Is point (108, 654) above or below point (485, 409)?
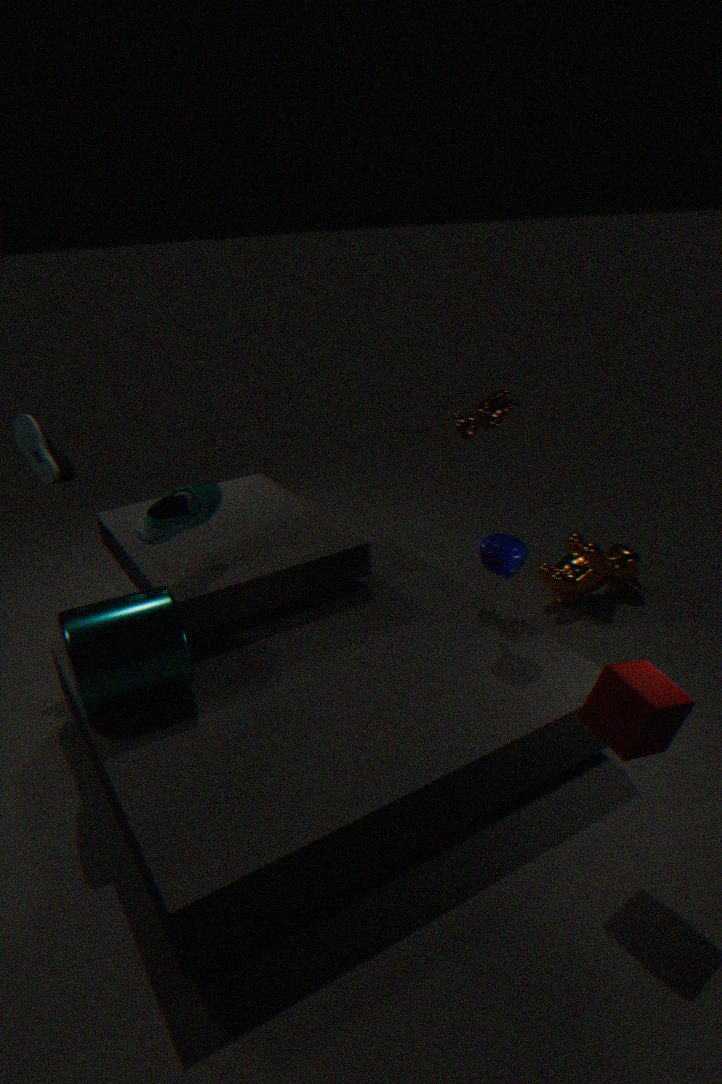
below
